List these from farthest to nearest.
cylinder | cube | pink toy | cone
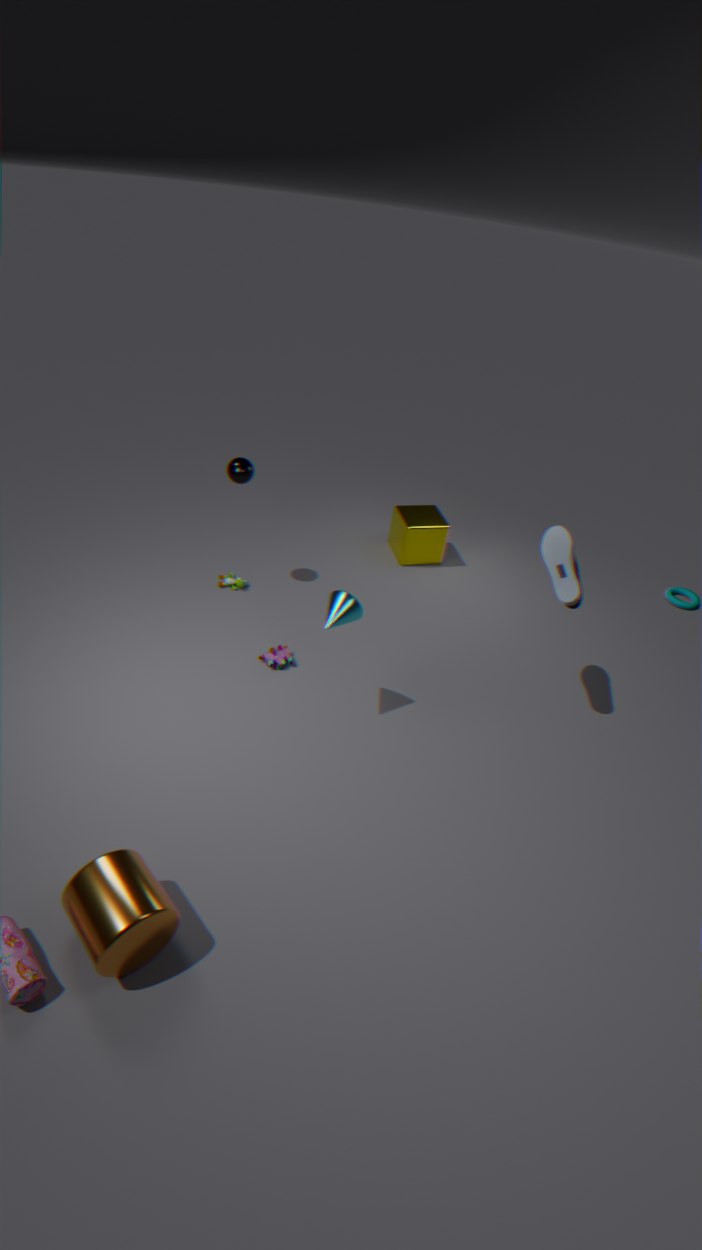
cube
pink toy
cone
cylinder
